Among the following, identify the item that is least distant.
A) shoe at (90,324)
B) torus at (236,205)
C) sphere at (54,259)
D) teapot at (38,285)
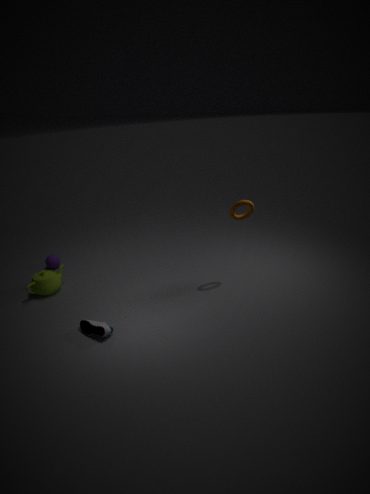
shoe at (90,324)
